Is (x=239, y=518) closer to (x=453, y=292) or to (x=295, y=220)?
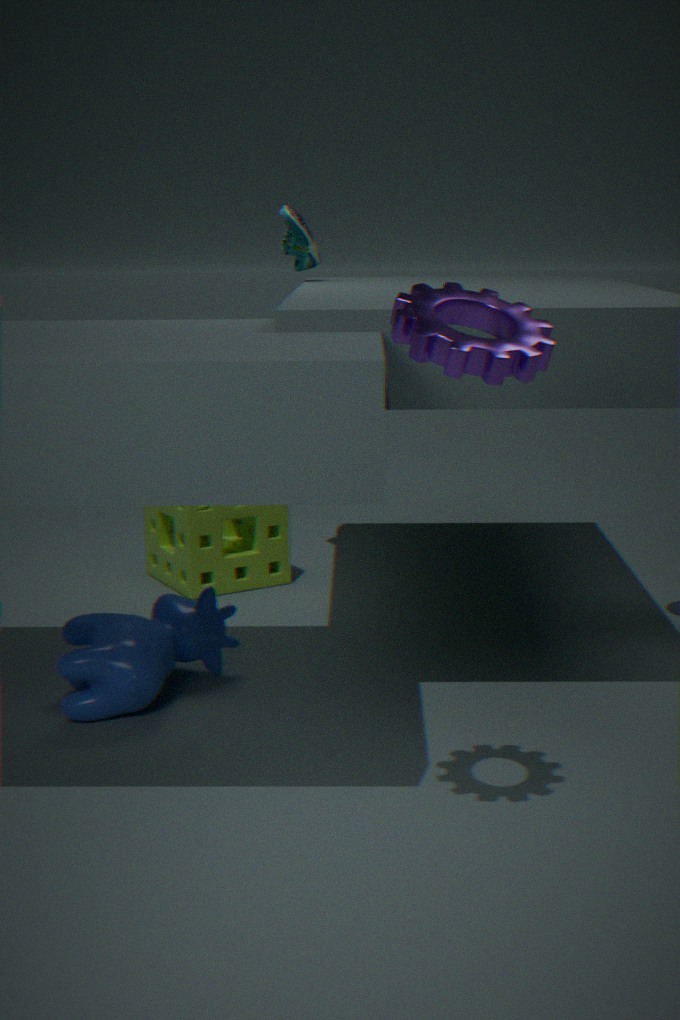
(x=295, y=220)
